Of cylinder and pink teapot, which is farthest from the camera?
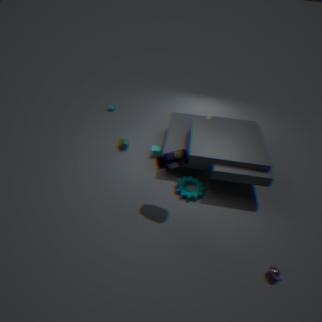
cylinder
